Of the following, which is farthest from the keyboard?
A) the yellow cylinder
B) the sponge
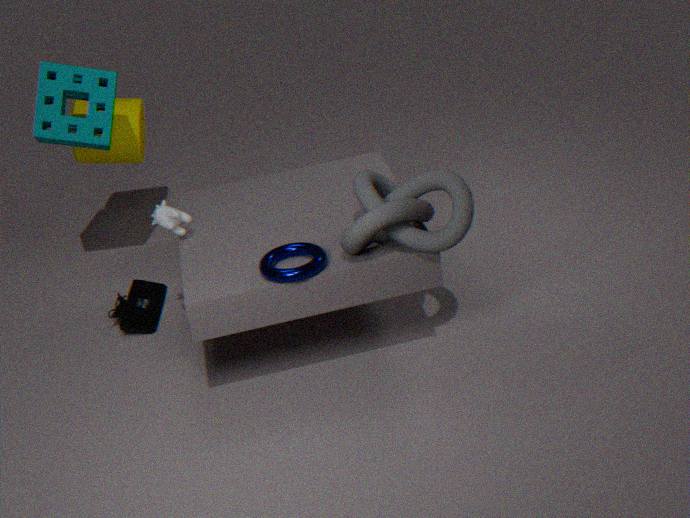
the yellow cylinder
